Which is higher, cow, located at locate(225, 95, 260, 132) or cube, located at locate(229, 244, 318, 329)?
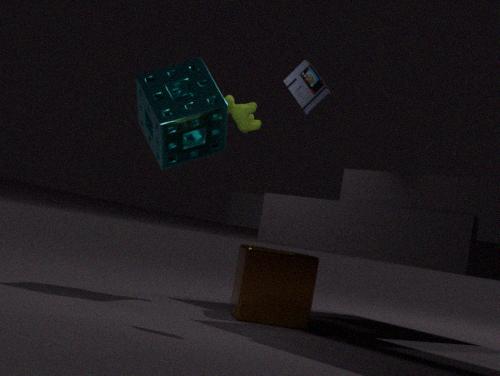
cow, located at locate(225, 95, 260, 132)
